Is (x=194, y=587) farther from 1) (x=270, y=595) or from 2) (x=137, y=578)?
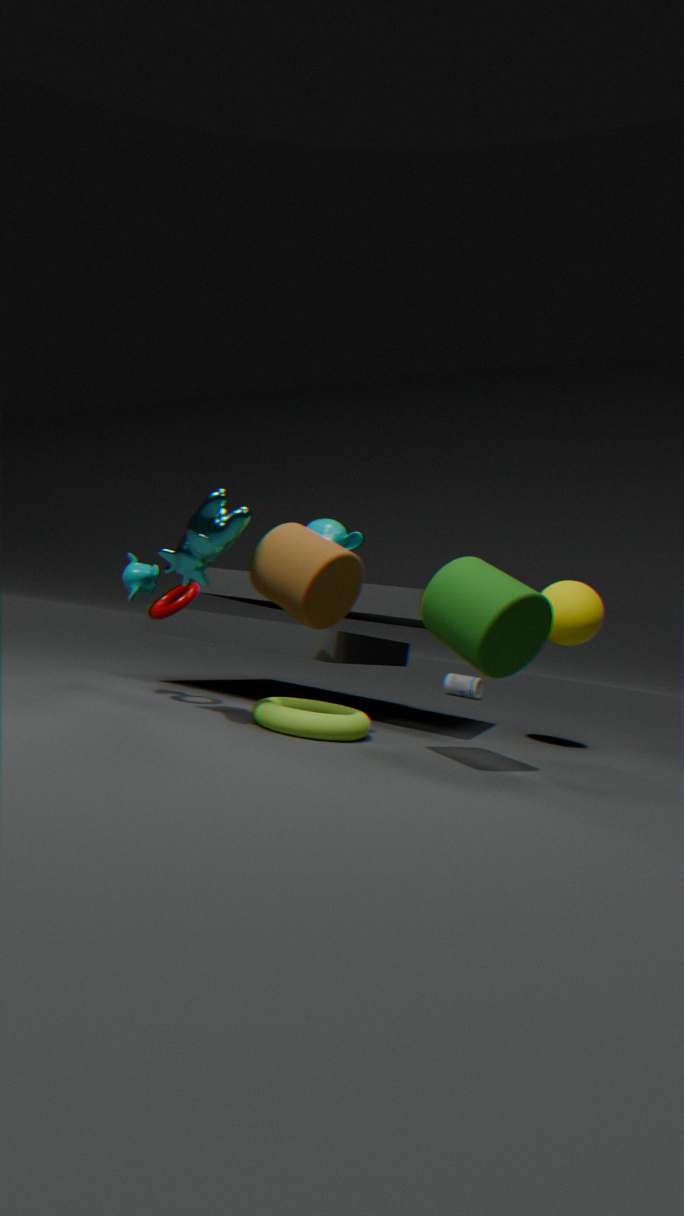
Answer: 1) (x=270, y=595)
